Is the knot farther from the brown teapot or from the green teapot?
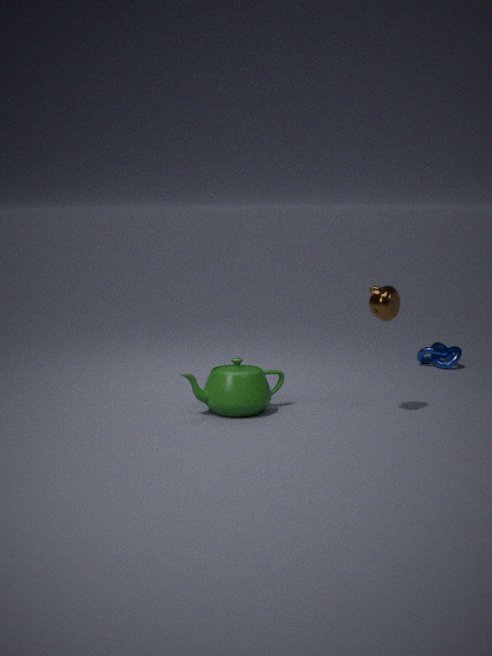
the green teapot
